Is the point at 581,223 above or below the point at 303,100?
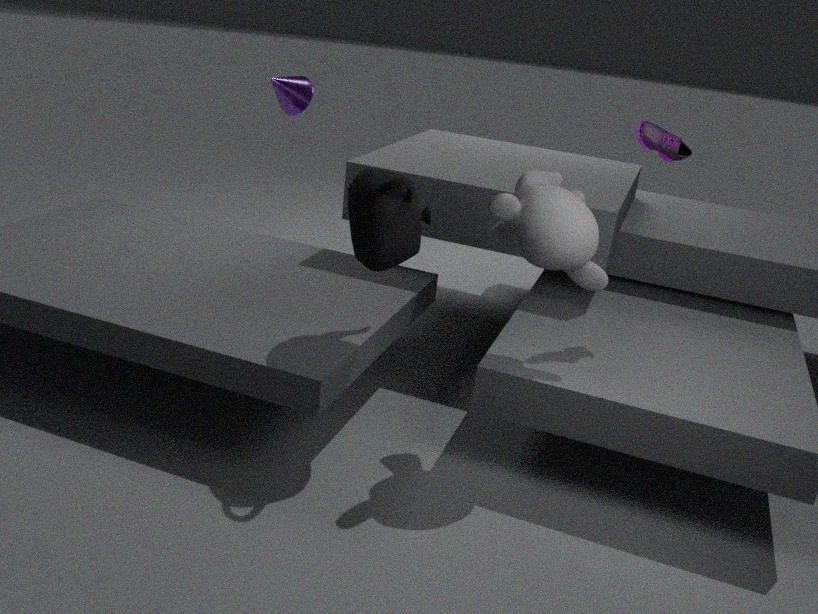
below
